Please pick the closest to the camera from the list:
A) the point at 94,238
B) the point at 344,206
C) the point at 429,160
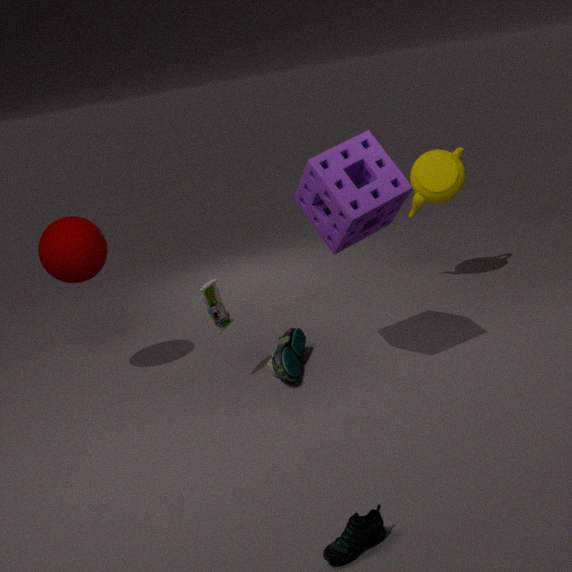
the point at 344,206
